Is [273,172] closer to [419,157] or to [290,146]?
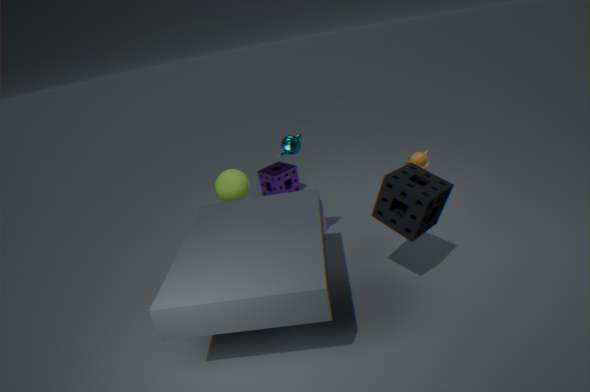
[290,146]
